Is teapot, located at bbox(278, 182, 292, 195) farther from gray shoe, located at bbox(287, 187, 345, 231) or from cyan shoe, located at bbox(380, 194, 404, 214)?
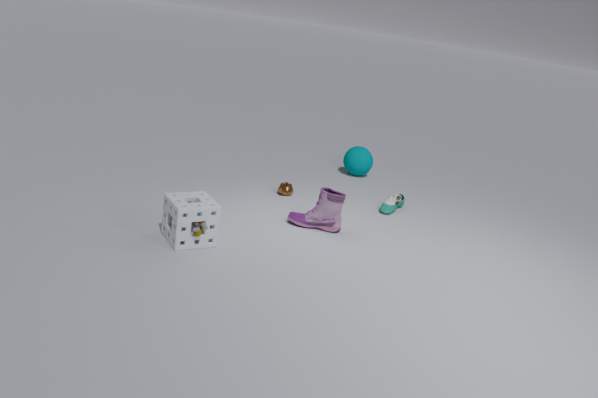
cyan shoe, located at bbox(380, 194, 404, 214)
